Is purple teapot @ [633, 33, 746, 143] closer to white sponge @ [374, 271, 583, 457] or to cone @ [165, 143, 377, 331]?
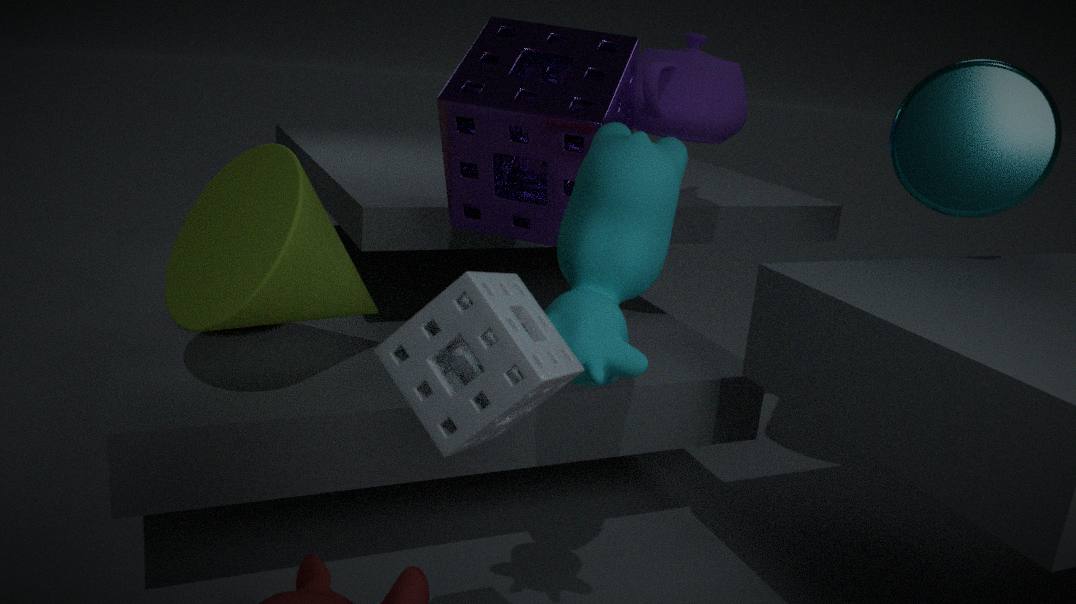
cone @ [165, 143, 377, 331]
